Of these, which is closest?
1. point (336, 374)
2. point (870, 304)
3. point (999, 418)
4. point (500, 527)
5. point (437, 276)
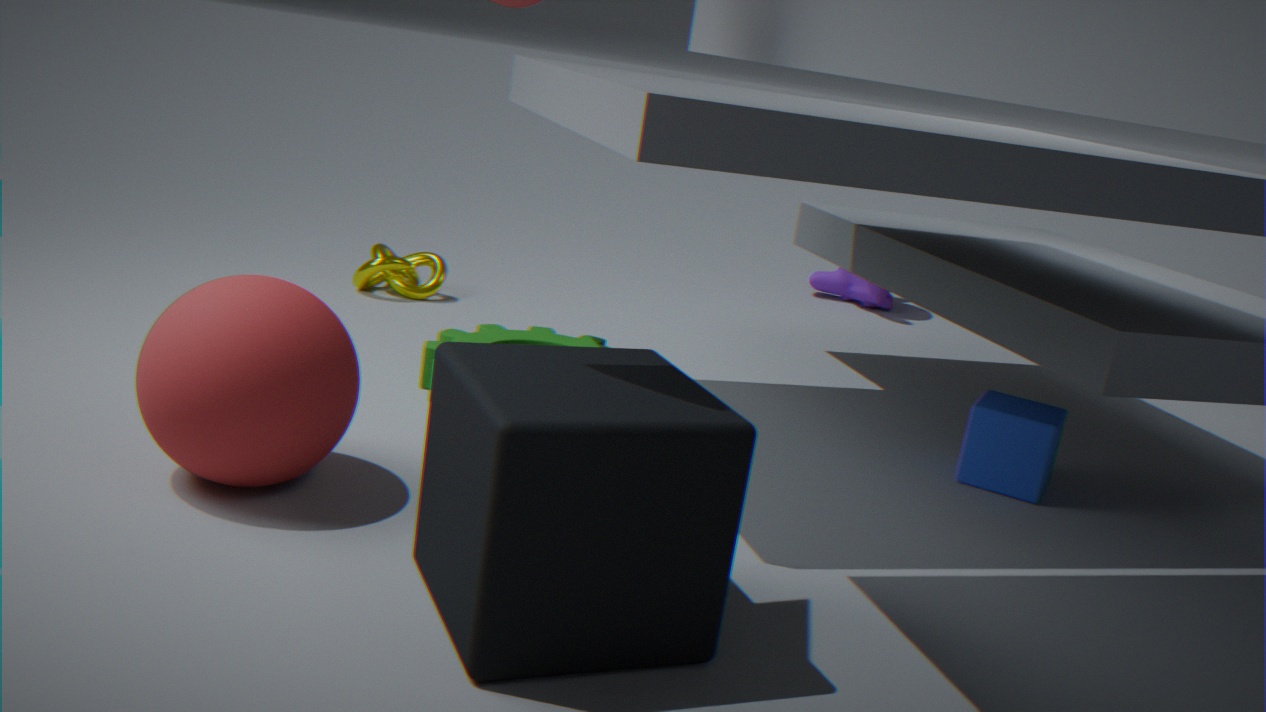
point (500, 527)
